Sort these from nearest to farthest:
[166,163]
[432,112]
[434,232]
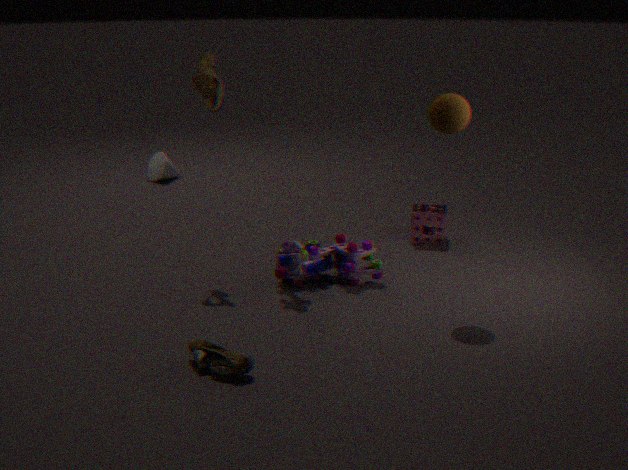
[432,112] → [434,232] → [166,163]
